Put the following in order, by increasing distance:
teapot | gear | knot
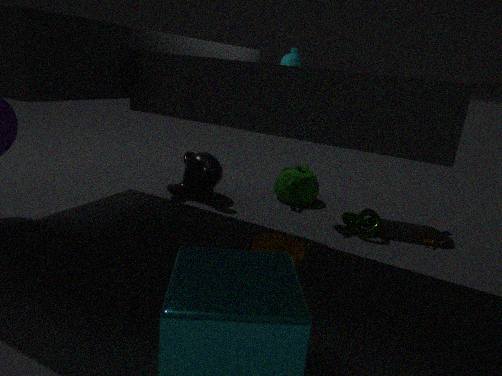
gear, knot, teapot
